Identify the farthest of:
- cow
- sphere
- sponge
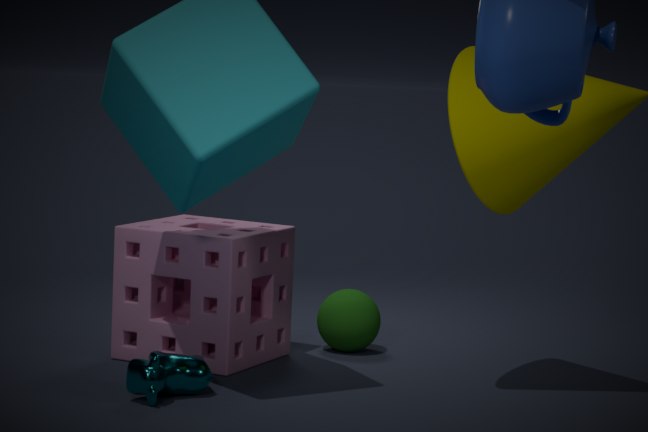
sphere
